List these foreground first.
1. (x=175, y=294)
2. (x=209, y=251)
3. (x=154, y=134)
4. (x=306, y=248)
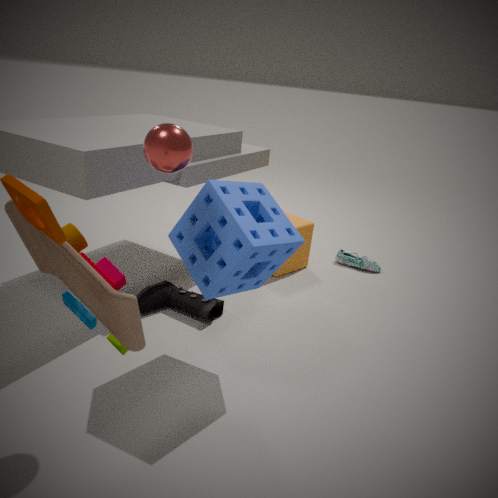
(x=154, y=134), (x=209, y=251), (x=175, y=294), (x=306, y=248)
